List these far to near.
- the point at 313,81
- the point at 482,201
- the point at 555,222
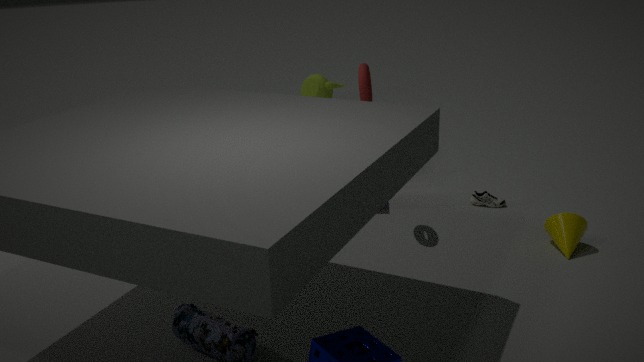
the point at 313,81 → the point at 482,201 → the point at 555,222
